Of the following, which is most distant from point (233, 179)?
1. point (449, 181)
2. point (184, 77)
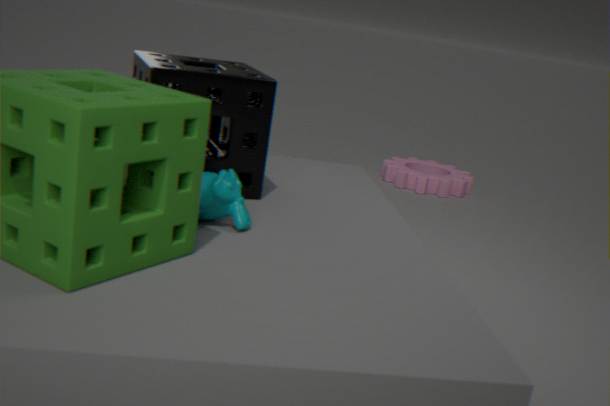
point (449, 181)
